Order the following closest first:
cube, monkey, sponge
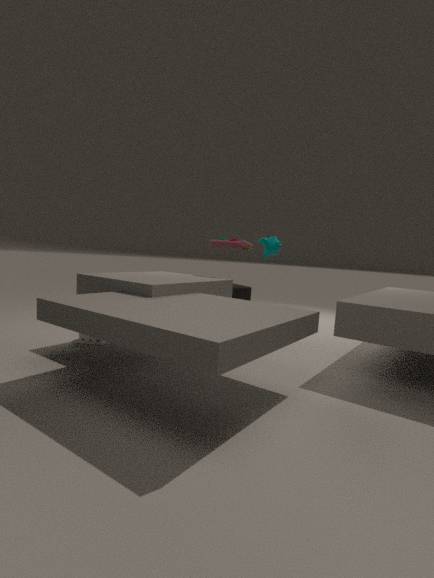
sponge < monkey < cube
